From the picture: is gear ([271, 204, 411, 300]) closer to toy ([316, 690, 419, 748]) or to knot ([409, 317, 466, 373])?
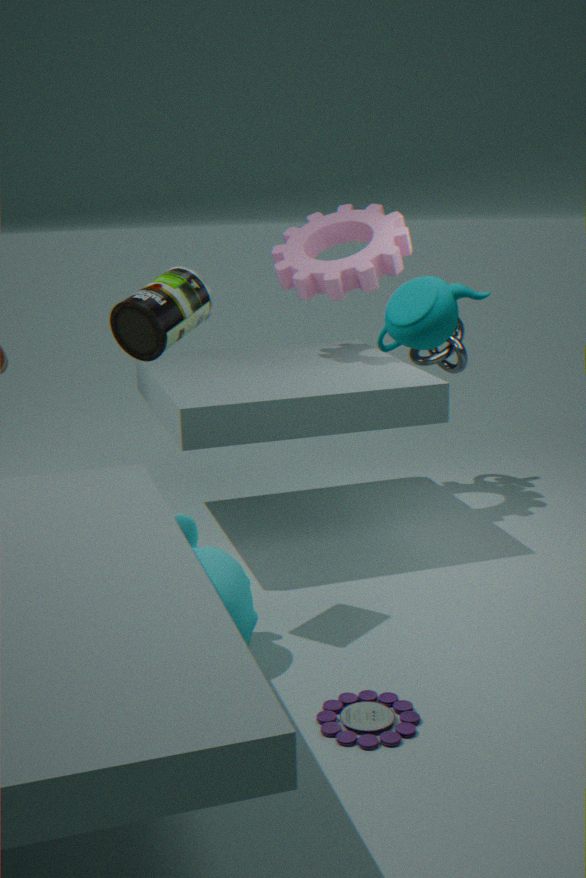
knot ([409, 317, 466, 373])
